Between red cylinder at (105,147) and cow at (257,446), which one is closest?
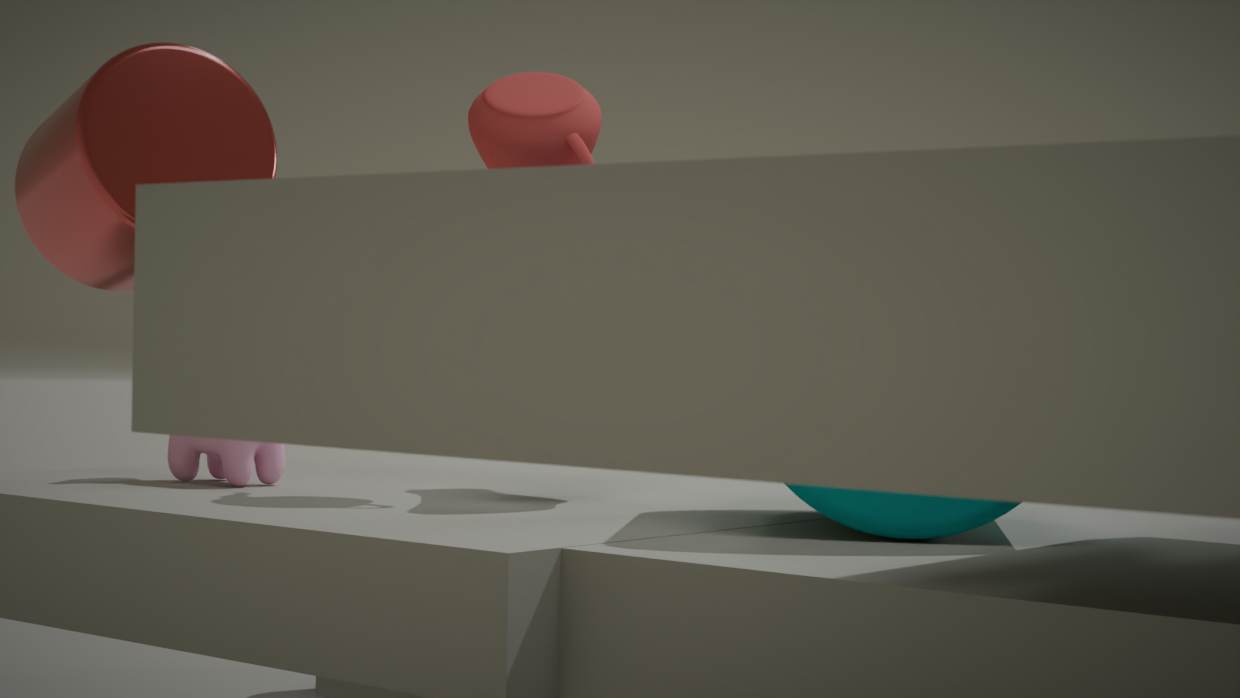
red cylinder at (105,147)
